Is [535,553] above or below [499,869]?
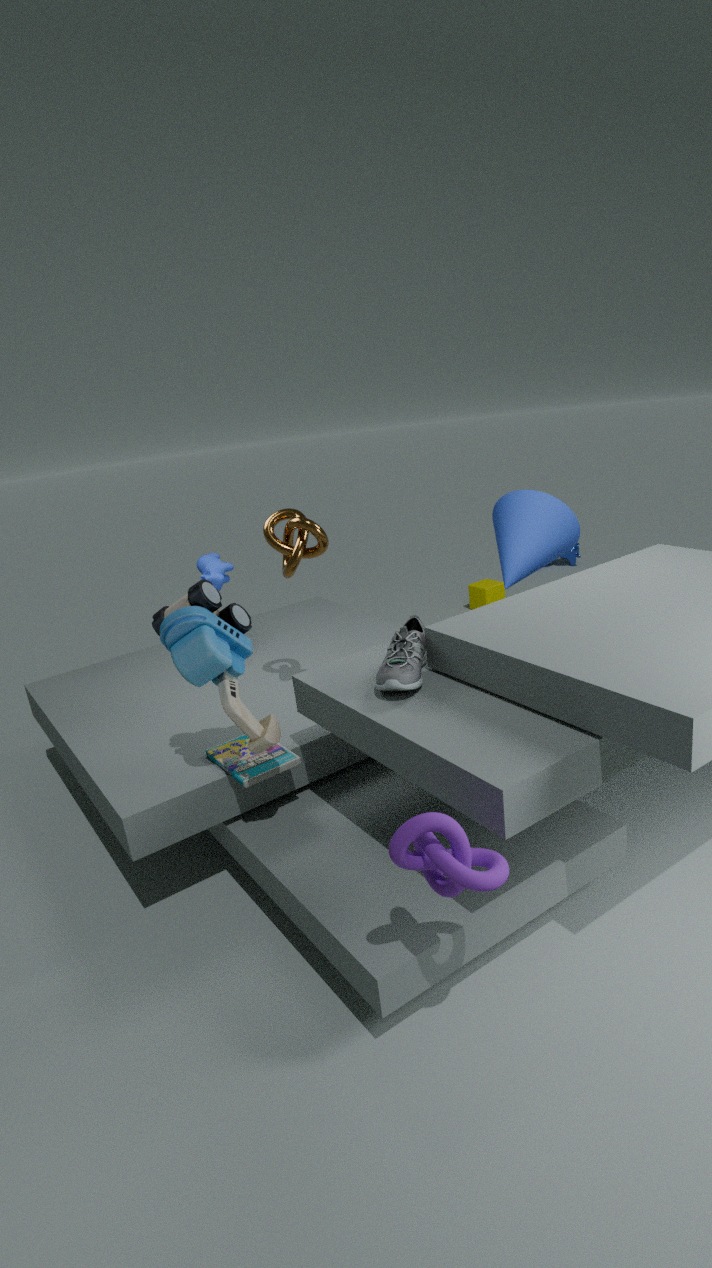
above
